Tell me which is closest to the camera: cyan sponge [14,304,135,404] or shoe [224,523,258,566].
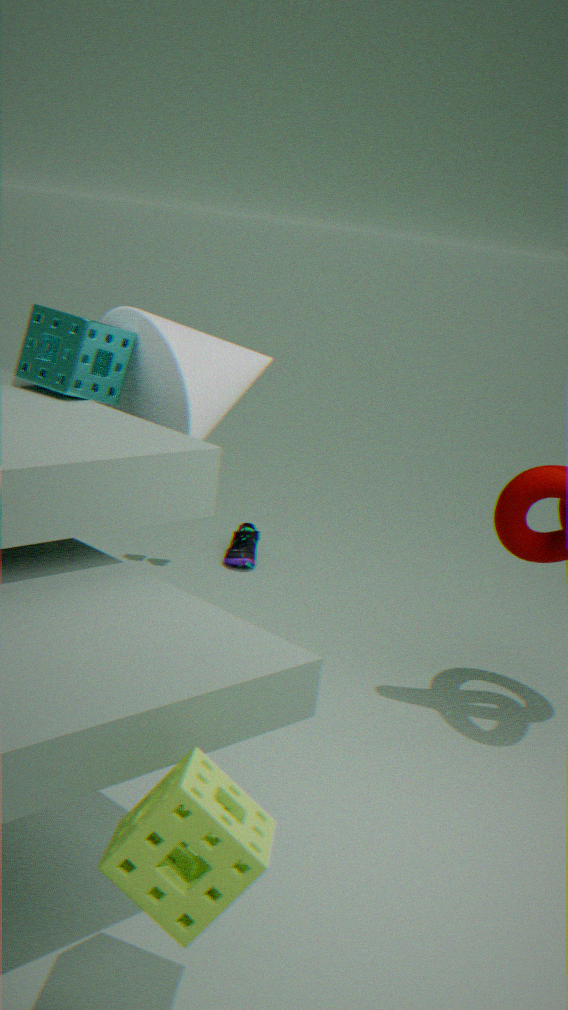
cyan sponge [14,304,135,404]
